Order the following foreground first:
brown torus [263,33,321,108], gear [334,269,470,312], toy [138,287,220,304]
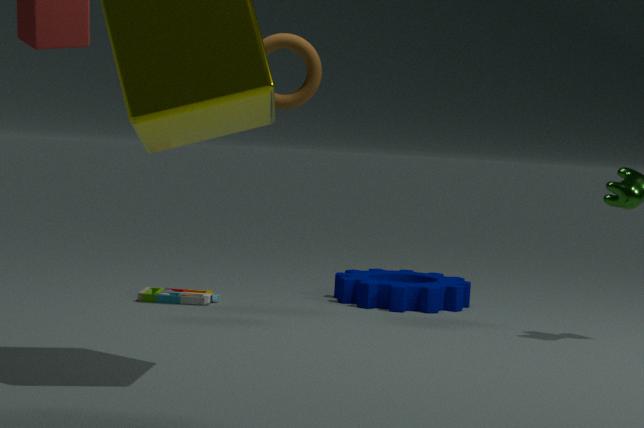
brown torus [263,33,321,108], toy [138,287,220,304], gear [334,269,470,312]
